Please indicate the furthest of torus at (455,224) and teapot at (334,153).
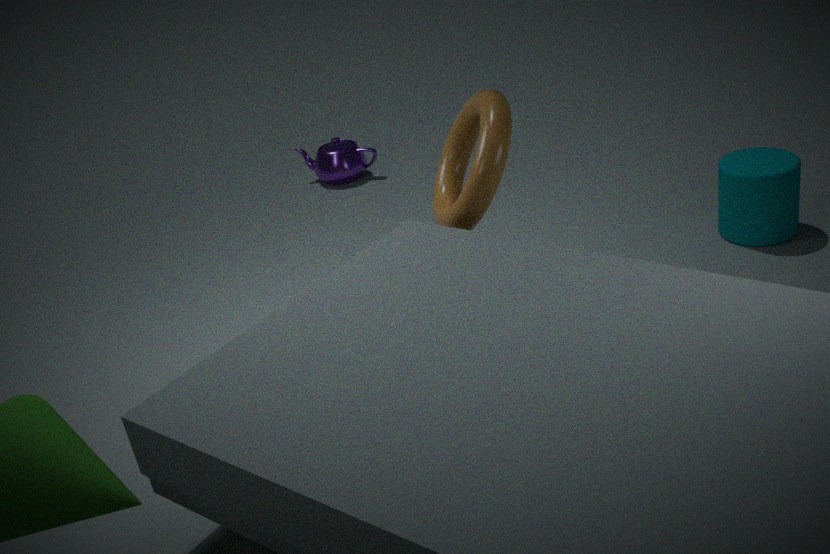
teapot at (334,153)
